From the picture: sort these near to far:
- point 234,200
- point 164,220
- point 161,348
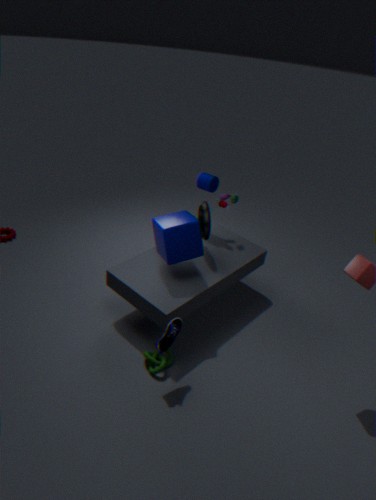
point 161,348
point 164,220
point 234,200
